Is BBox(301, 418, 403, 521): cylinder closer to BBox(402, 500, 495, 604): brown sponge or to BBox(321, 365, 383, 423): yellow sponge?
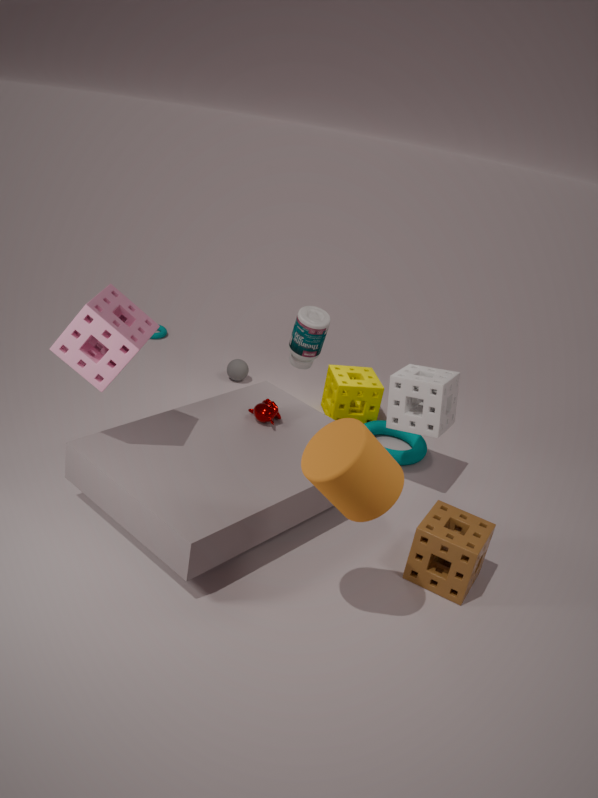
BBox(402, 500, 495, 604): brown sponge
